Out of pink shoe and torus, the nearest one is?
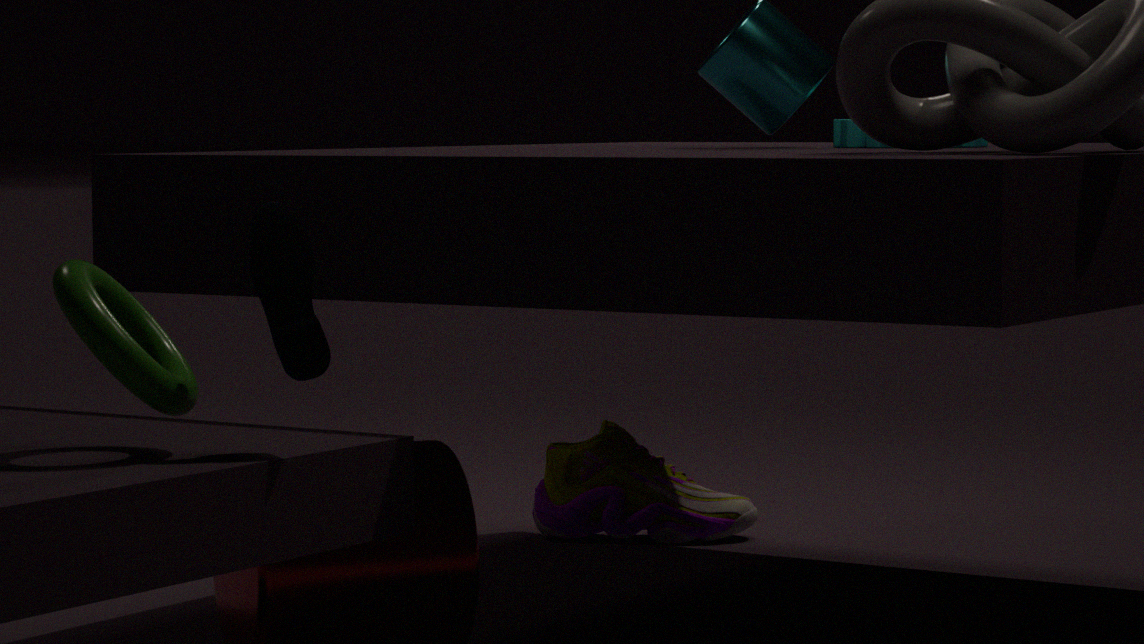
torus
